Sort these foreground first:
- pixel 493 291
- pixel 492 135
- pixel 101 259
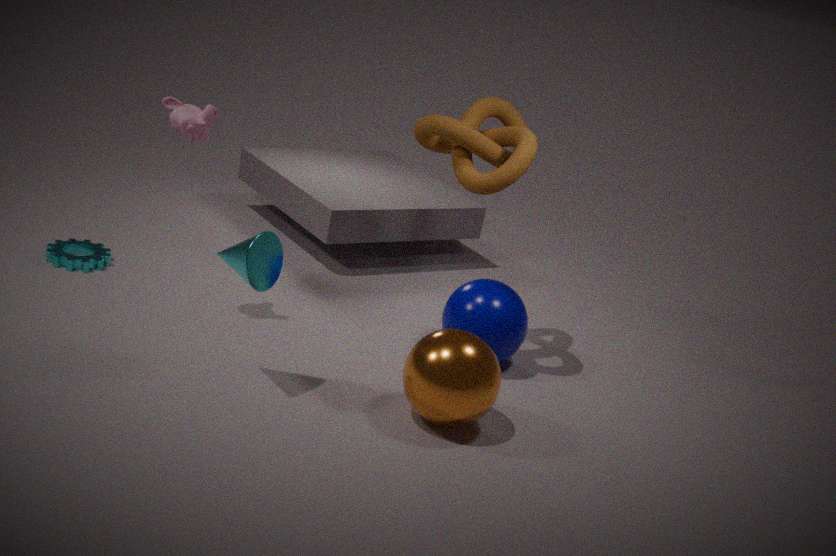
pixel 493 291
pixel 492 135
pixel 101 259
